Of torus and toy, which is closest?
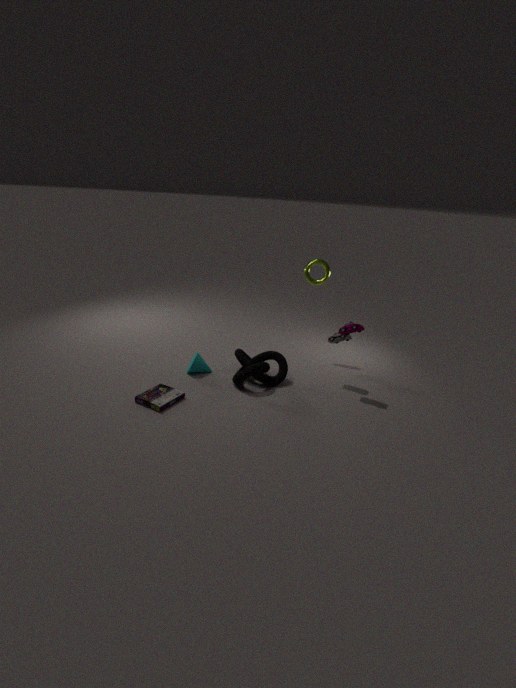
toy
